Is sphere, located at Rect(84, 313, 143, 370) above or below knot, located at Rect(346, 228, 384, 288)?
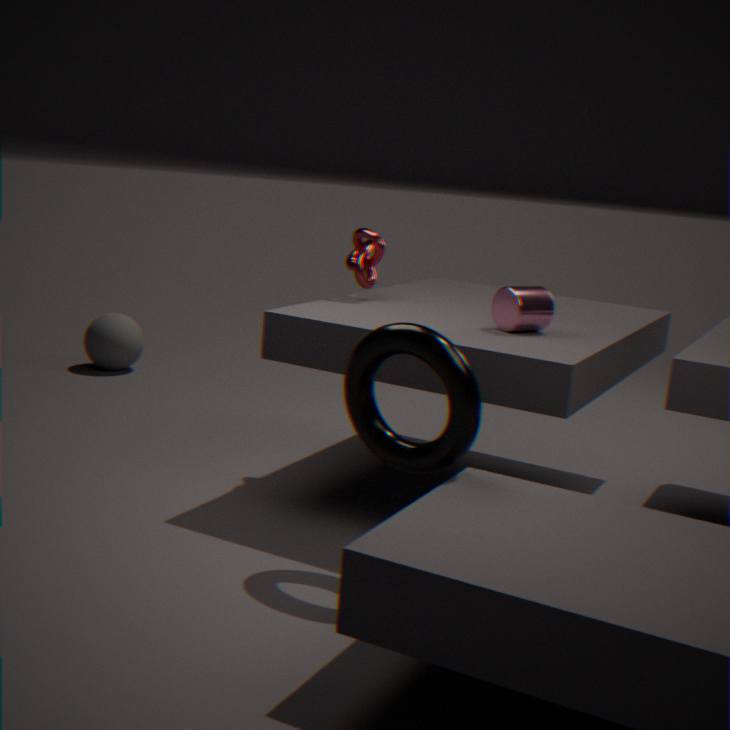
below
